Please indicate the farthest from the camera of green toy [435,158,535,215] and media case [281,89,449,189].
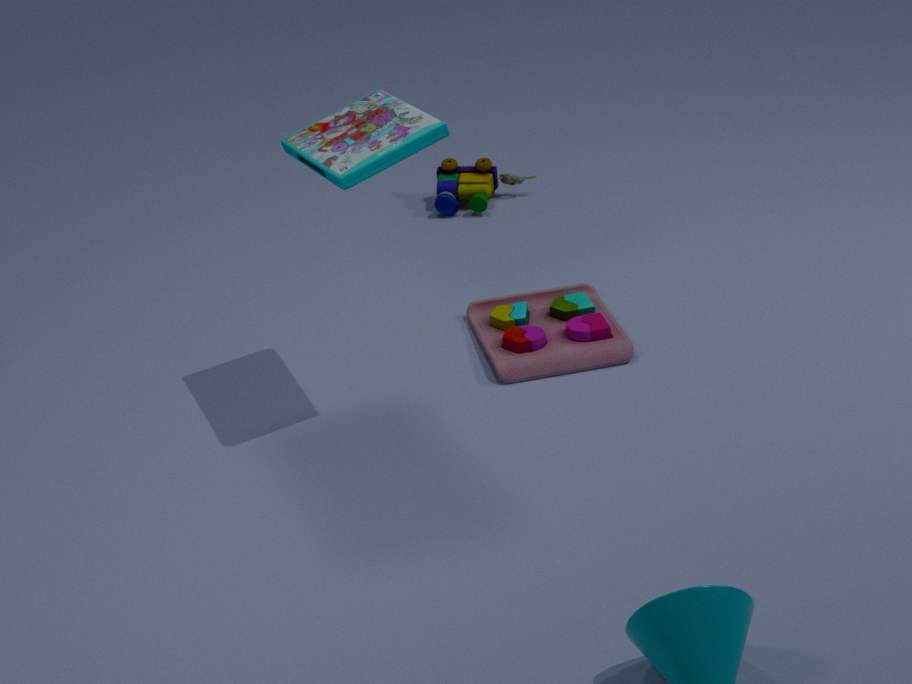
green toy [435,158,535,215]
